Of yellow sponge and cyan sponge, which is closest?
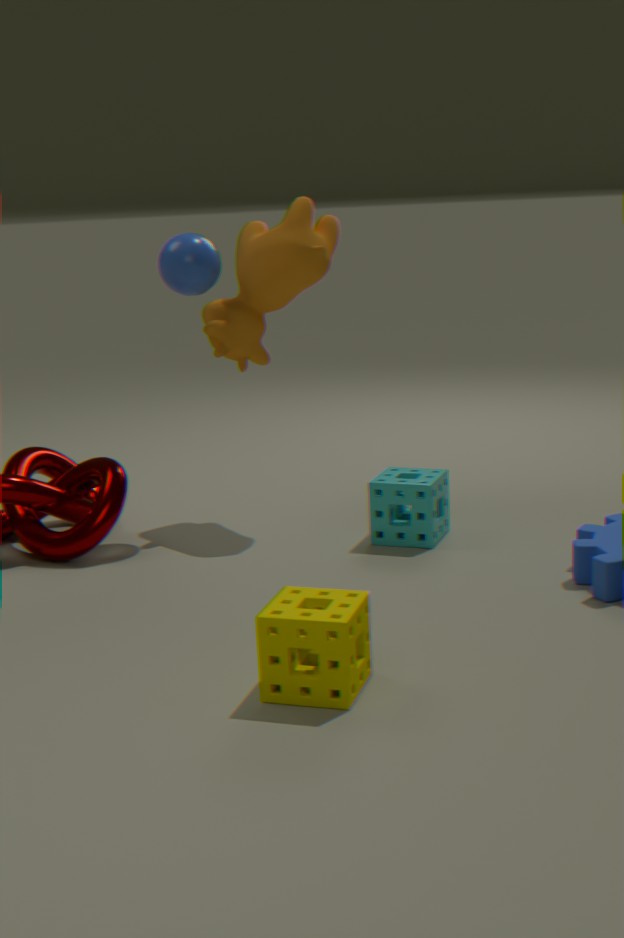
yellow sponge
